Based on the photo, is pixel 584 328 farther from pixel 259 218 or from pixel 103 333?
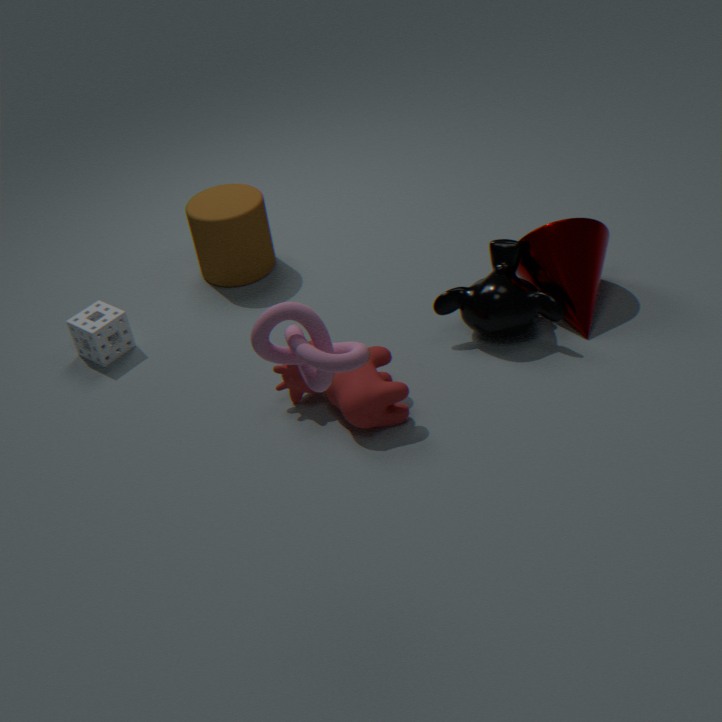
pixel 103 333
